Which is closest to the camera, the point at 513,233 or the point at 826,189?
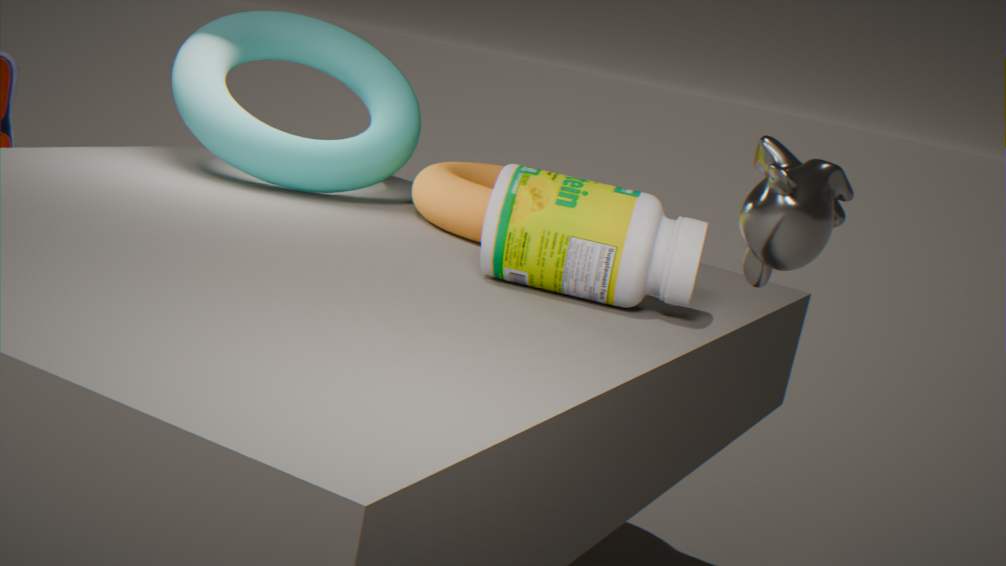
the point at 826,189
